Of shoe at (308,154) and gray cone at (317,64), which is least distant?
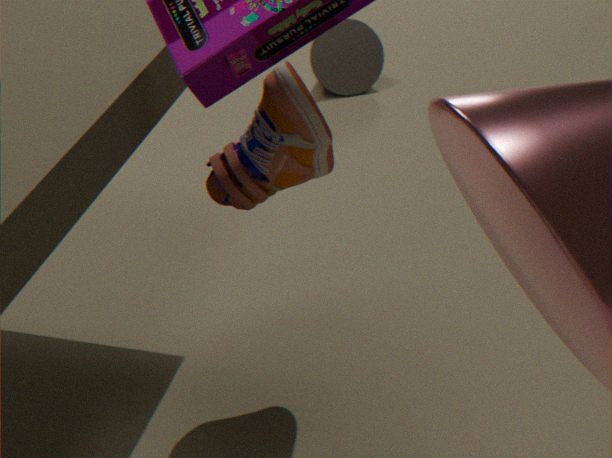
shoe at (308,154)
